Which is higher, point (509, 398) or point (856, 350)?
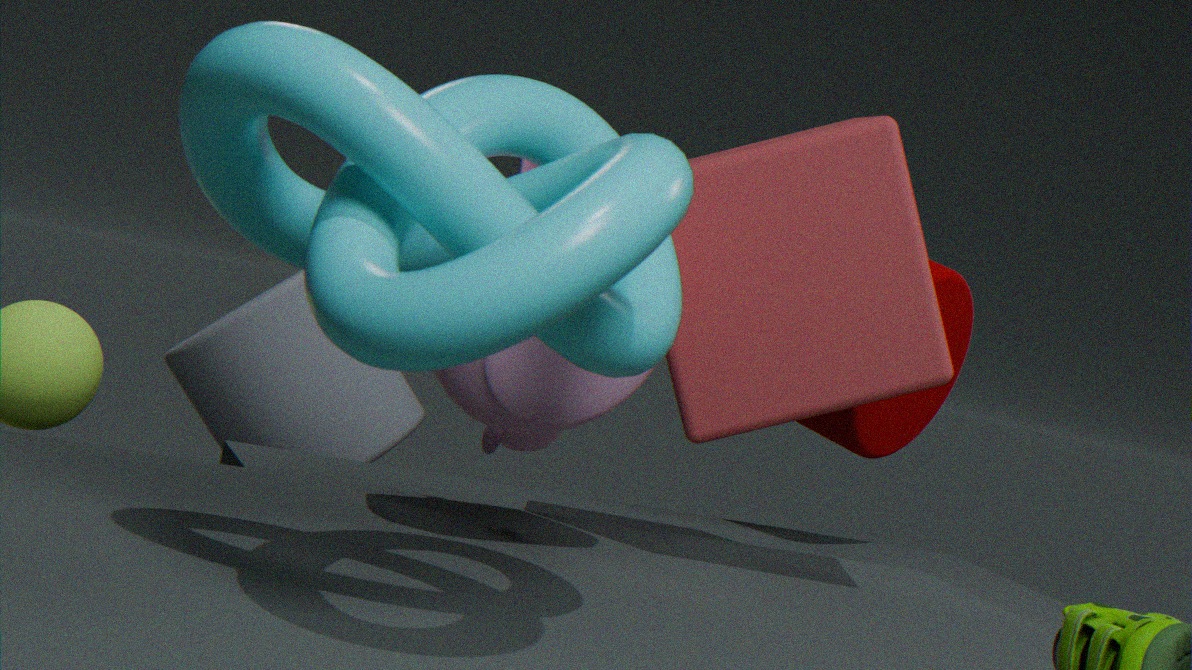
point (856, 350)
